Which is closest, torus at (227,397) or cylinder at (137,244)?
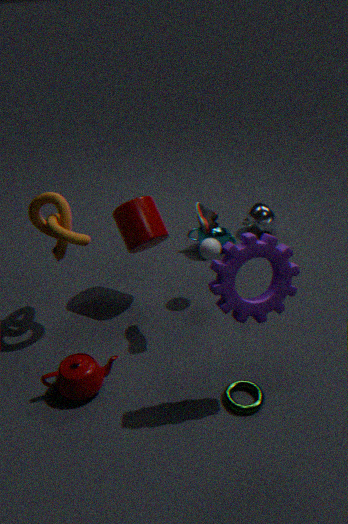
torus at (227,397)
